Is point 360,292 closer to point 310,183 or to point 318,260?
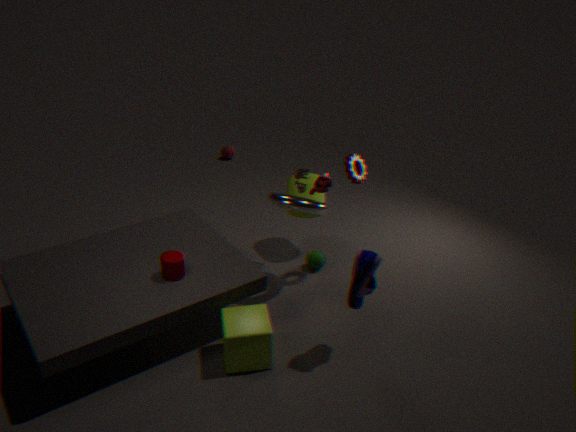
point 318,260
